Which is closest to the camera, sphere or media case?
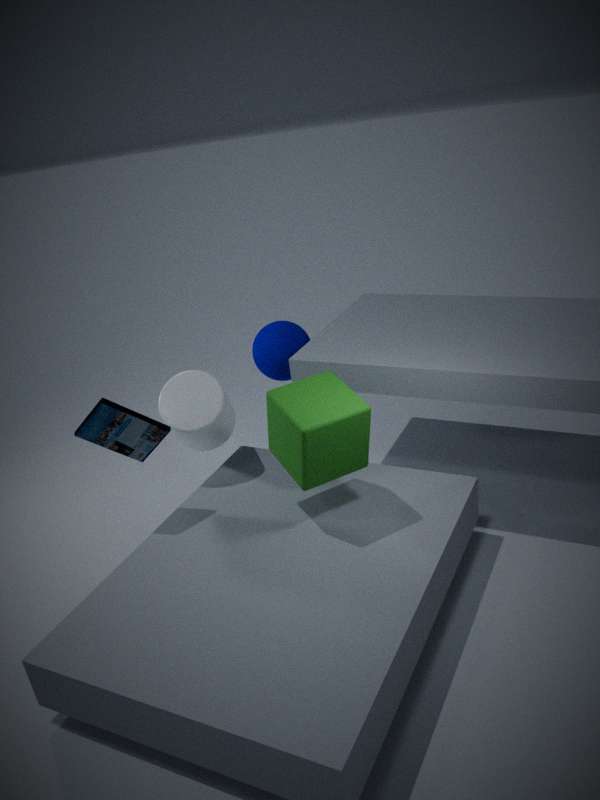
media case
